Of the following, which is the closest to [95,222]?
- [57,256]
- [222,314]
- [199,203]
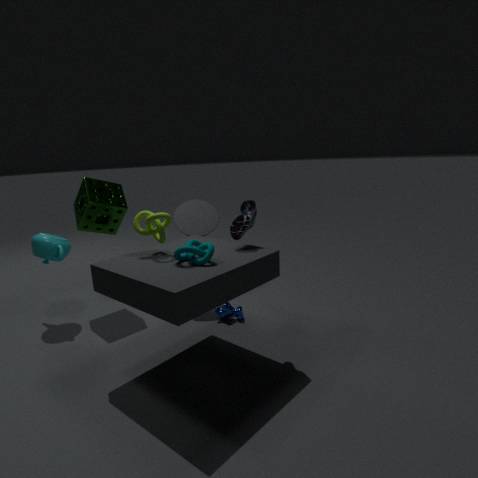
[57,256]
